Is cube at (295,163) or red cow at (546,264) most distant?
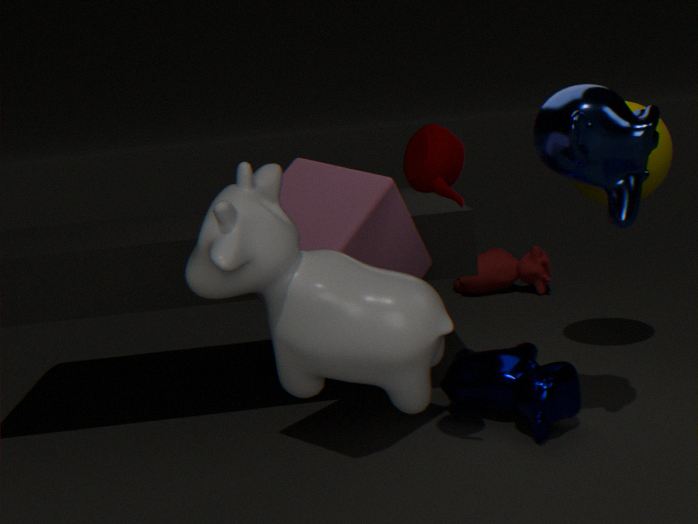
red cow at (546,264)
